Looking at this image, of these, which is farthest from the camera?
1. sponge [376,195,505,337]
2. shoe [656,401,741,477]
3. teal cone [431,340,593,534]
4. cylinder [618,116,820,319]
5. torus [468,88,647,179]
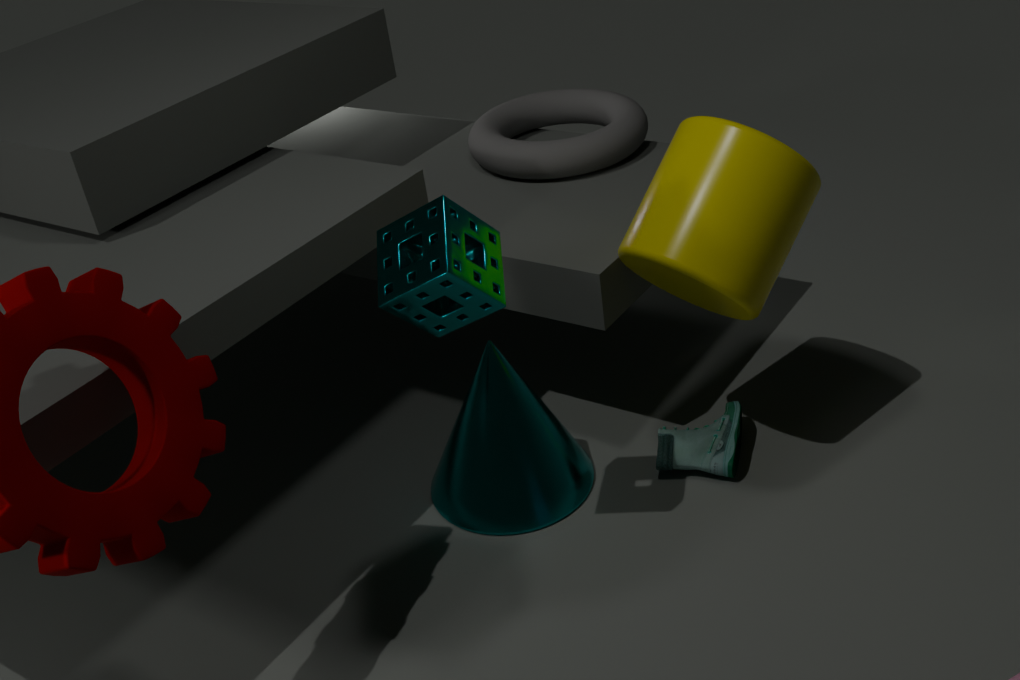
torus [468,88,647,179]
